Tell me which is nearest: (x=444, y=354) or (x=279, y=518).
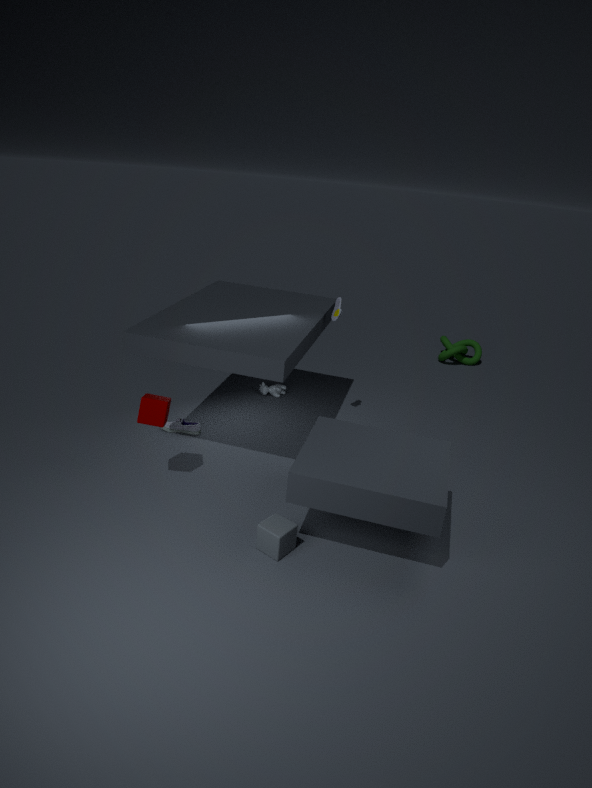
(x=279, y=518)
